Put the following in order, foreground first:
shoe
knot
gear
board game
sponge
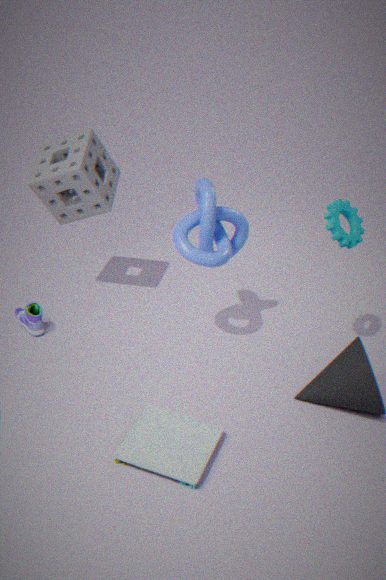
board game → gear → knot → sponge → shoe
